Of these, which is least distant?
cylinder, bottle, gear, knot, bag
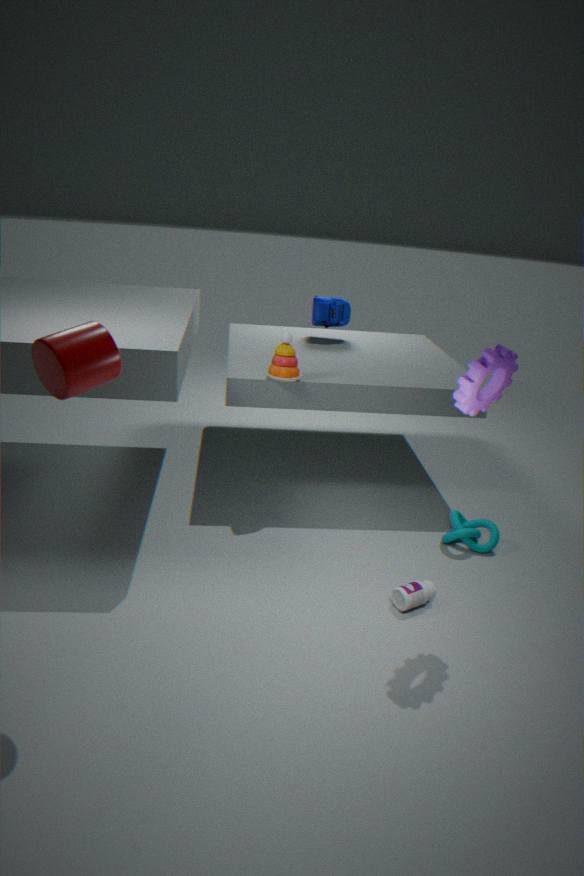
cylinder
